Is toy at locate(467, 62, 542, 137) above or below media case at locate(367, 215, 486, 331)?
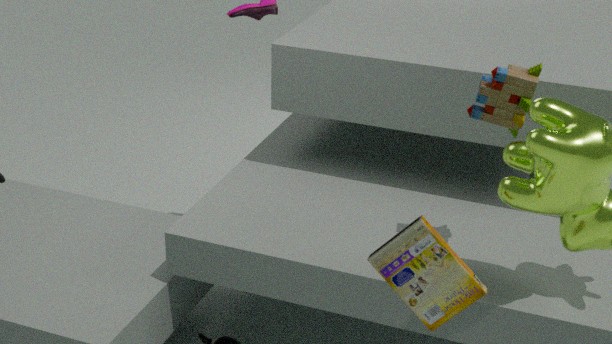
above
